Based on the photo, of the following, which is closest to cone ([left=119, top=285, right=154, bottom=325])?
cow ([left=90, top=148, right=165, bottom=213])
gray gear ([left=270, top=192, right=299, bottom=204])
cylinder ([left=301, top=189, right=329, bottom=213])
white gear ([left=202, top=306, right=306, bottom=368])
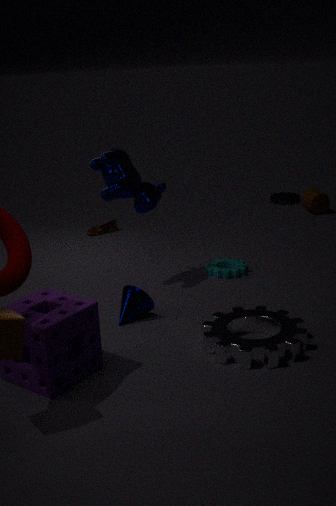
white gear ([left=202, top=306, right=306, bottom=368])
